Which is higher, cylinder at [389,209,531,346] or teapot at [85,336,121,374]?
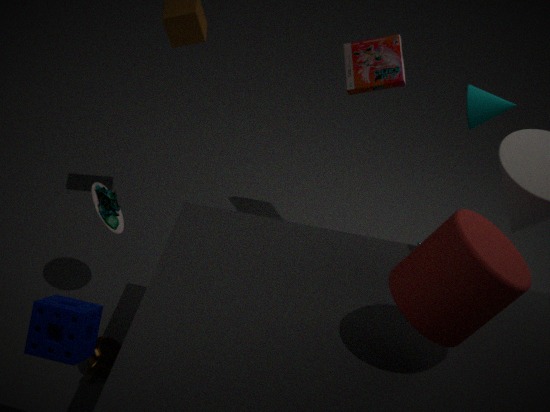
cylinder at [389,209,531,346]
